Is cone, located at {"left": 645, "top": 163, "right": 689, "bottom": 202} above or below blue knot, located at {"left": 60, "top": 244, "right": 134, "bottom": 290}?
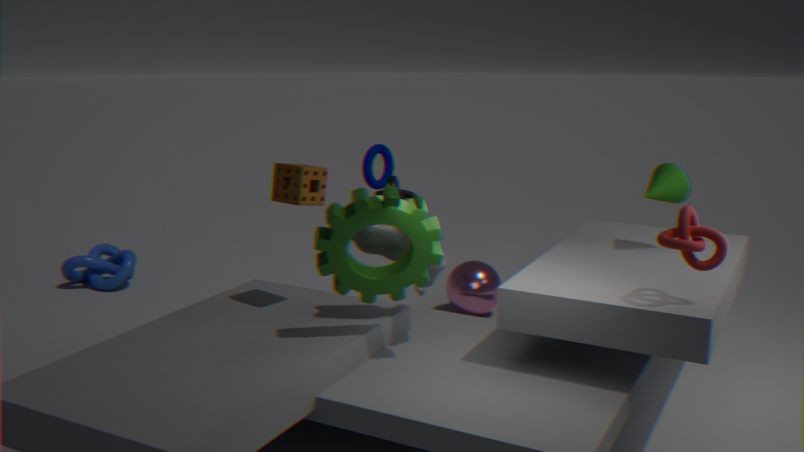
above
